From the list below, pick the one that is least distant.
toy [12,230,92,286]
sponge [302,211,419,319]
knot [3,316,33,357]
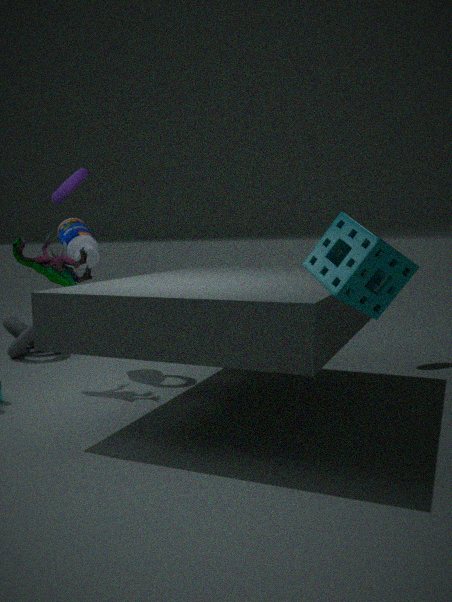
sponge [302,211,419,319]
